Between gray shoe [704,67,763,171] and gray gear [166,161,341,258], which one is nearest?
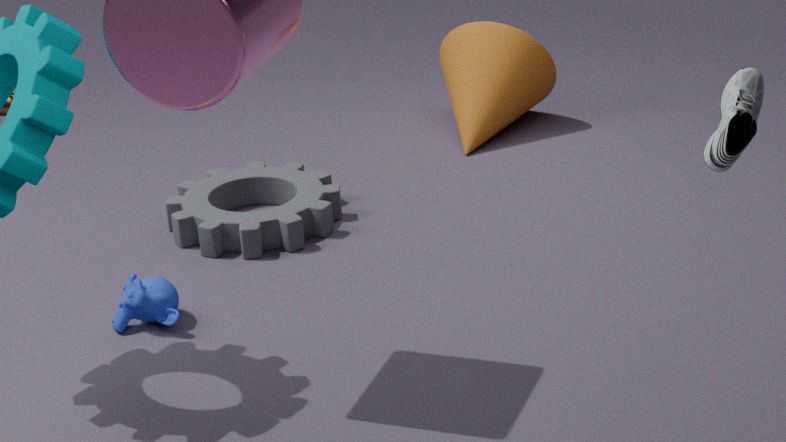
gray shoe [704,67,763,171]
